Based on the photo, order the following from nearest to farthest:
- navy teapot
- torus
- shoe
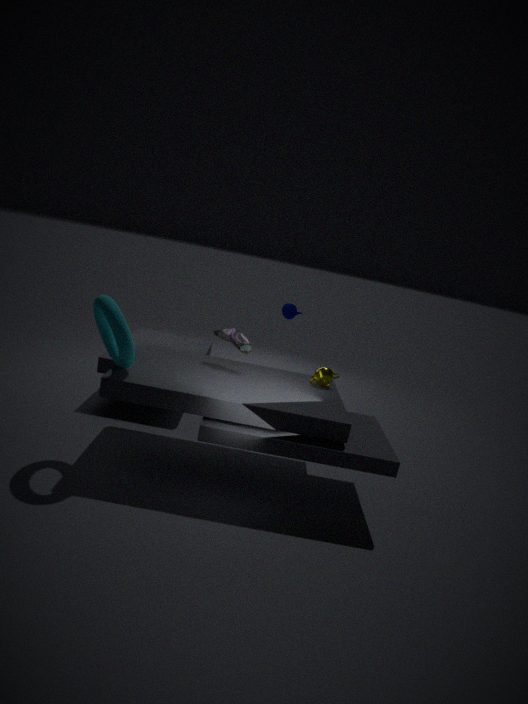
torus < shoe < navy teapot
